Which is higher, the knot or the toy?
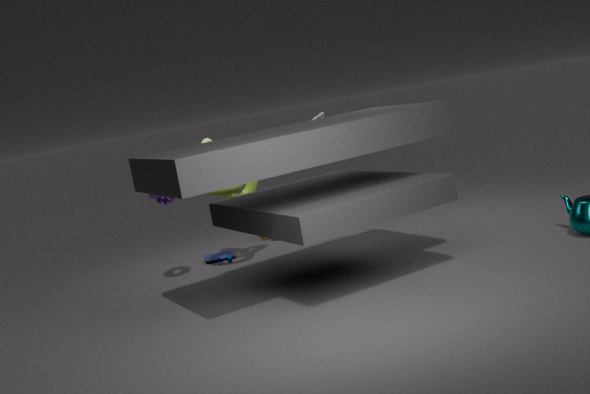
the knot
